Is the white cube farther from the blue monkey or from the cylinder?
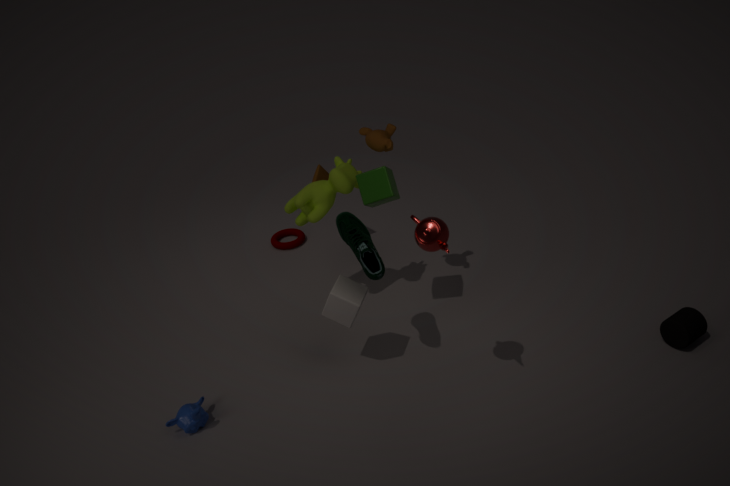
the cylinder
